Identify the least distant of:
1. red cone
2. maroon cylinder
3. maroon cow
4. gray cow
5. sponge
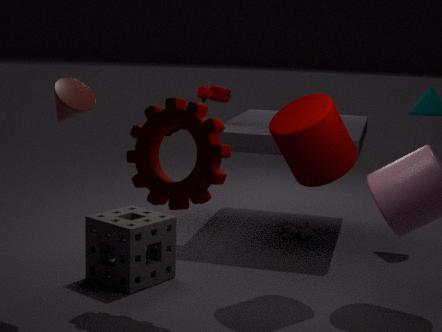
red cone
